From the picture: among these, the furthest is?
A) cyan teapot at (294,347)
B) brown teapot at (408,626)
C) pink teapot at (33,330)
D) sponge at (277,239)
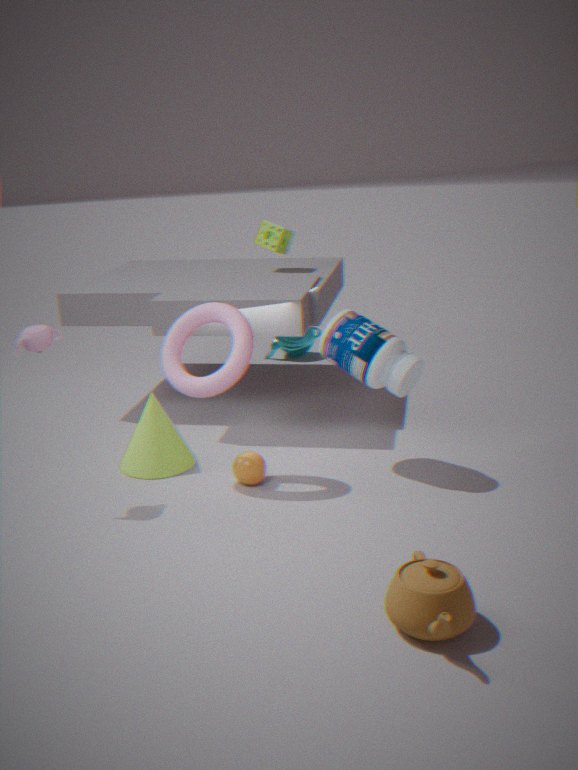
cyan teapot at (294,347)
